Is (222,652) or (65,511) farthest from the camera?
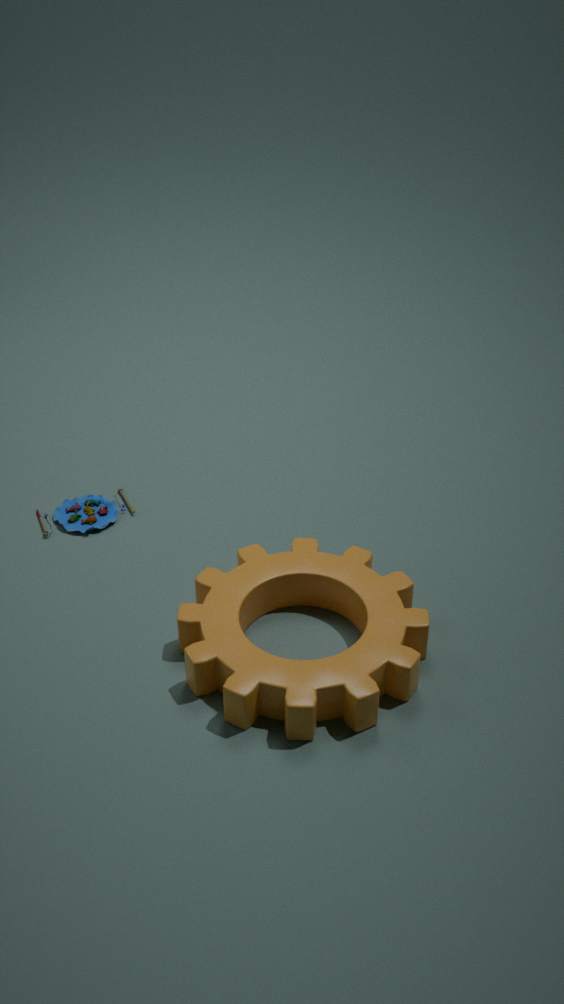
(65,511)
